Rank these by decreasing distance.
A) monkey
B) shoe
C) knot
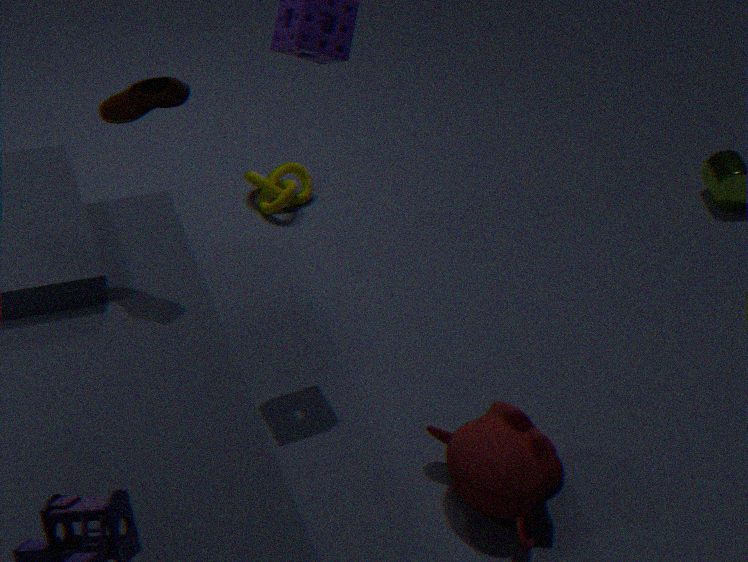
1. knot
2. shoe
3. monkey
